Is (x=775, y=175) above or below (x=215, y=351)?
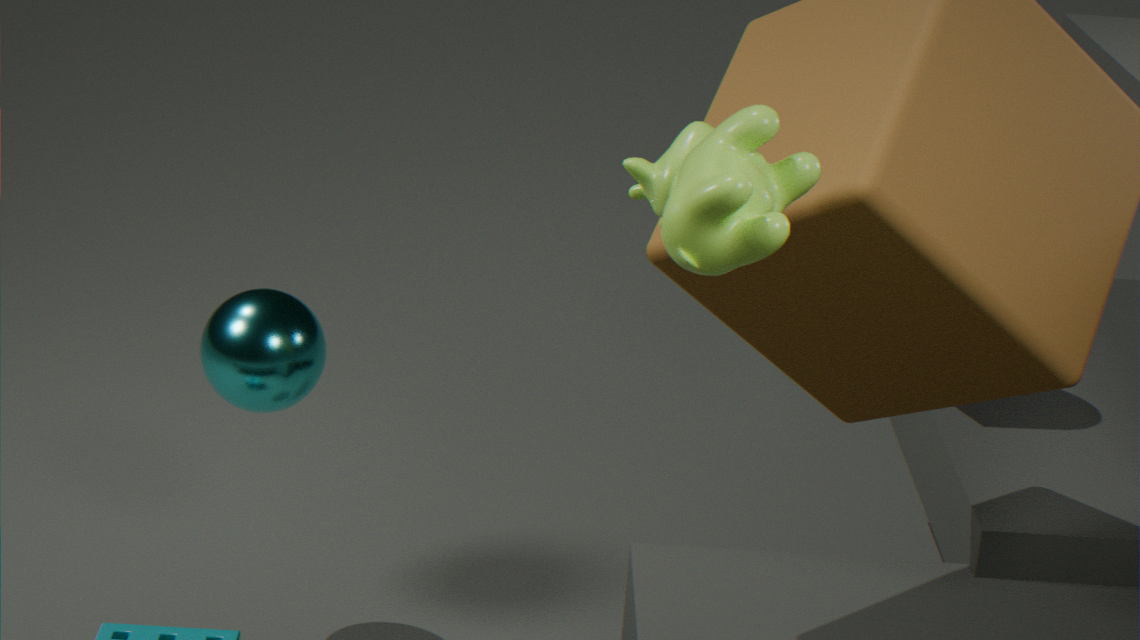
above
